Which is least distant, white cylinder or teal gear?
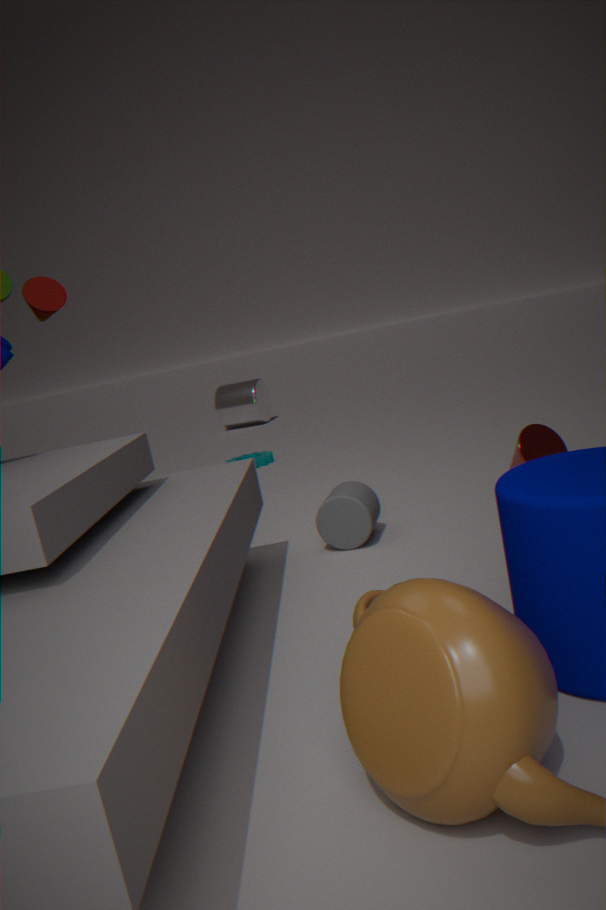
teal gear
